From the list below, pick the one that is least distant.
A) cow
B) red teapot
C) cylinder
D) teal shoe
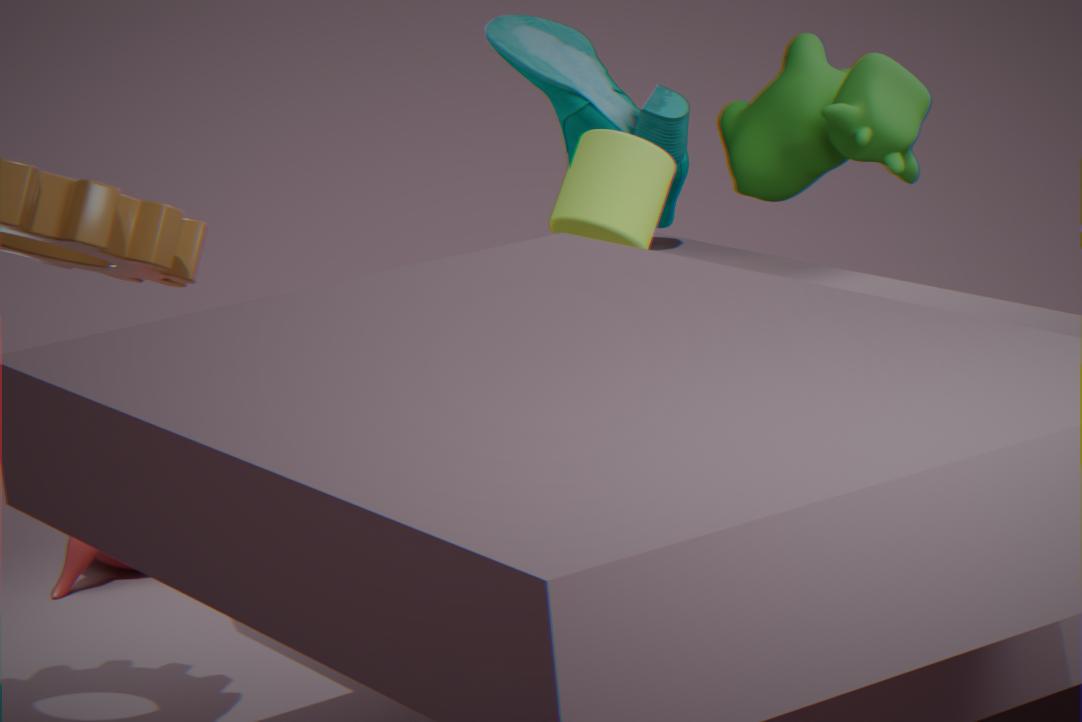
cylinder
